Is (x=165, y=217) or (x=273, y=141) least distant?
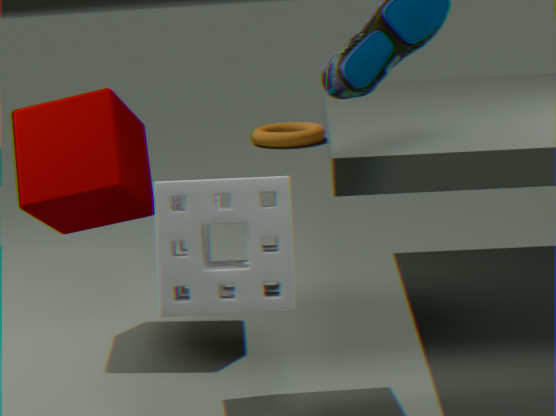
(x=165, y=217)
